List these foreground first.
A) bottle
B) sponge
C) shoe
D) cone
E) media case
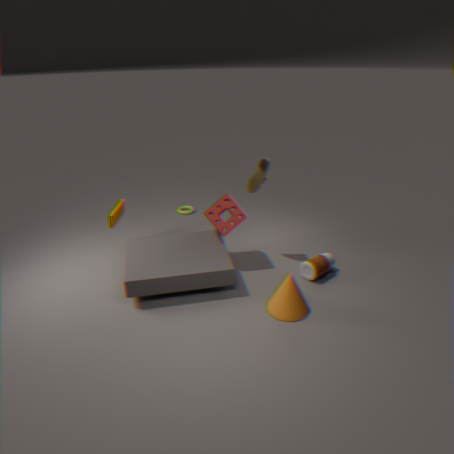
cone < bottle < shoe < sponge < media case
